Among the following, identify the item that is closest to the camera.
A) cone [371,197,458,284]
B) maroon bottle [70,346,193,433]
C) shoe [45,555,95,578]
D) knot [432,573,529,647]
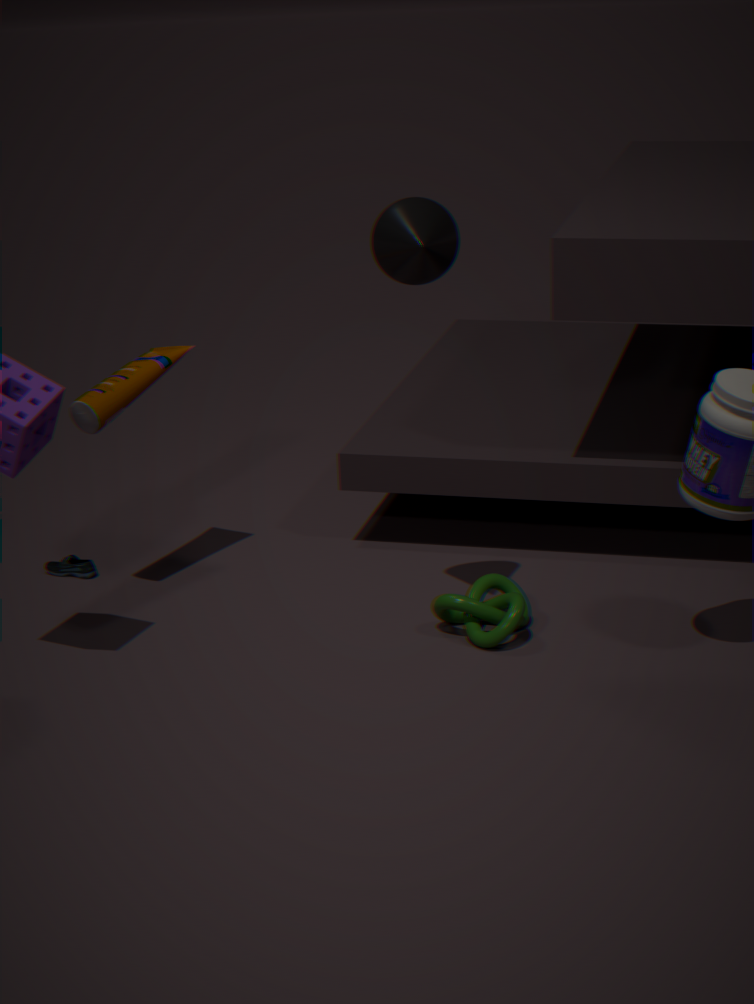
cone [371,197,458,284]
